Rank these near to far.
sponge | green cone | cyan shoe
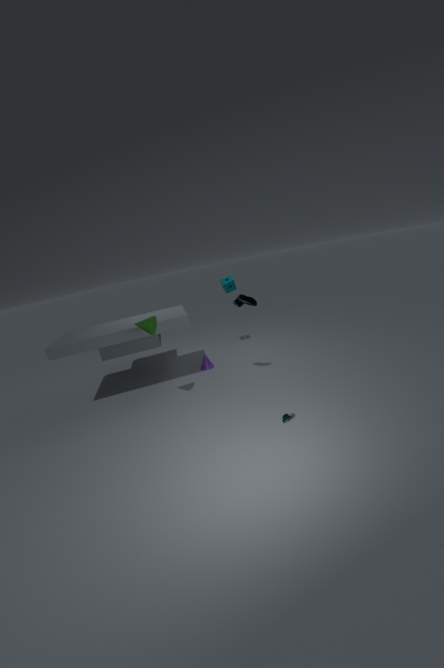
1. green cone
2. cyan shoe
3. sponge
